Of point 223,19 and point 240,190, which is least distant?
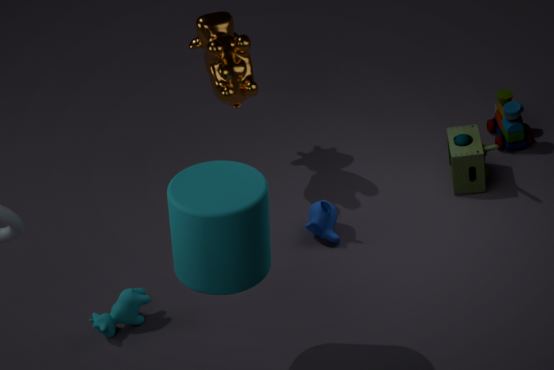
point 240,190
